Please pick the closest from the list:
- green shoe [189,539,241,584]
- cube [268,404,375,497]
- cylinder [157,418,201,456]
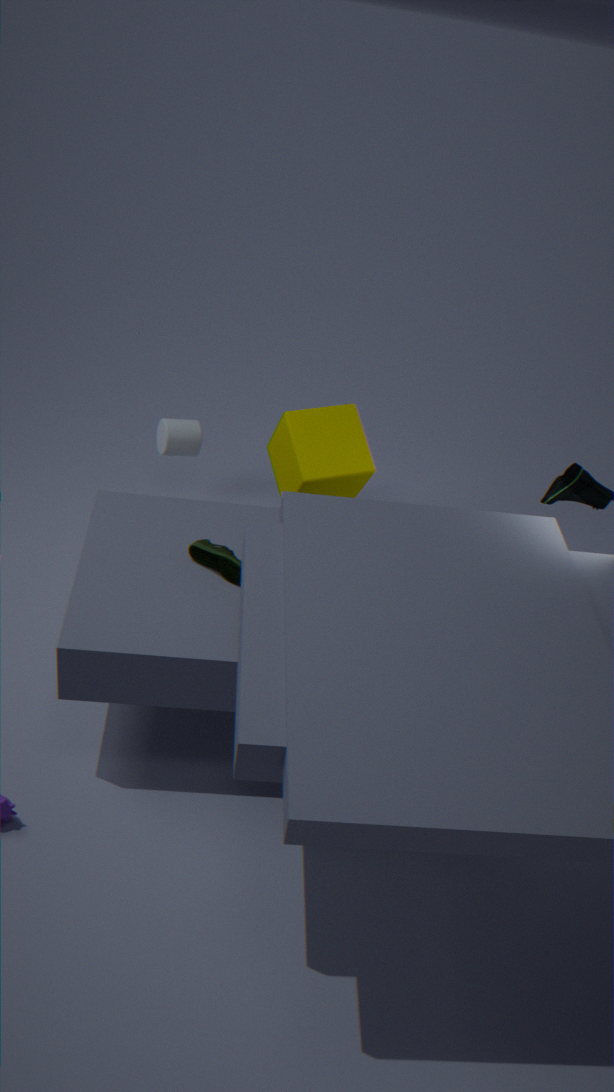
green shoe [189,539,241,584]
